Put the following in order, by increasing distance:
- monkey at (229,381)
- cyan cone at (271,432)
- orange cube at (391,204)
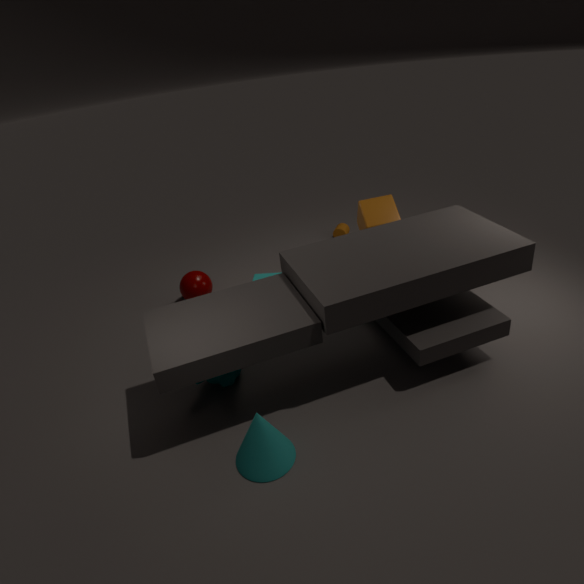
cyan cone at (271,432) → monkey at (229,381) → orange cube at (391,204)
